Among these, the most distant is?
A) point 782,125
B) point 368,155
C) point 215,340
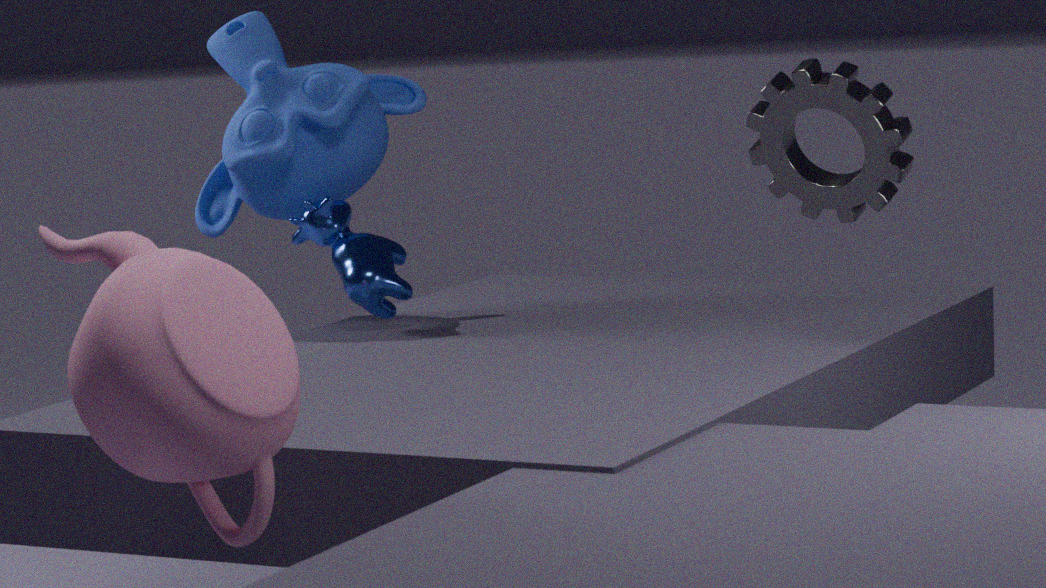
point 368,155
